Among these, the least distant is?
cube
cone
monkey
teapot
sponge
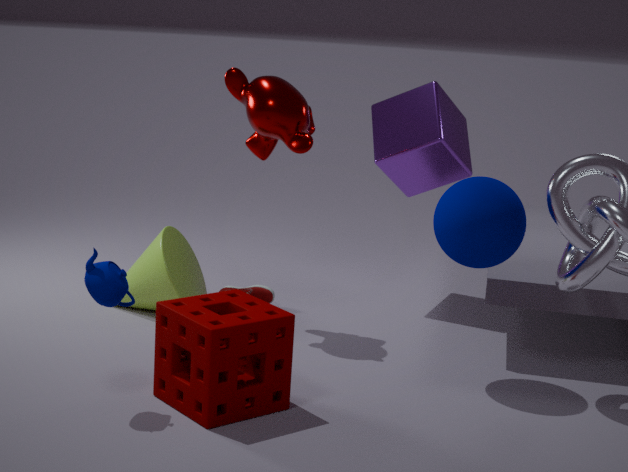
teapot
